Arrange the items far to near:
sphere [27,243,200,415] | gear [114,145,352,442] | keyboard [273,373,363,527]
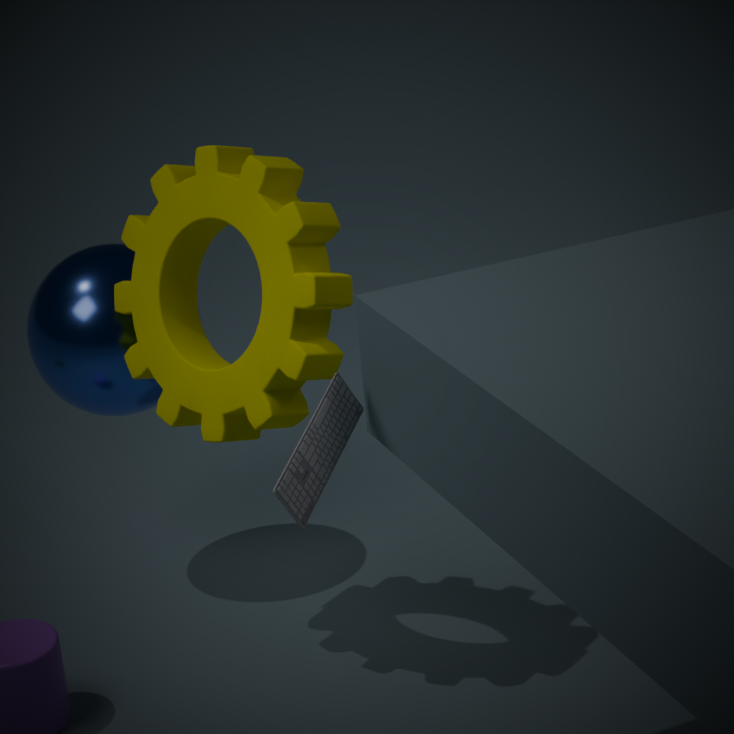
sphere [27,243,200,415]
gear [114,145,352,442]
keyboard [273,373,363,527]
